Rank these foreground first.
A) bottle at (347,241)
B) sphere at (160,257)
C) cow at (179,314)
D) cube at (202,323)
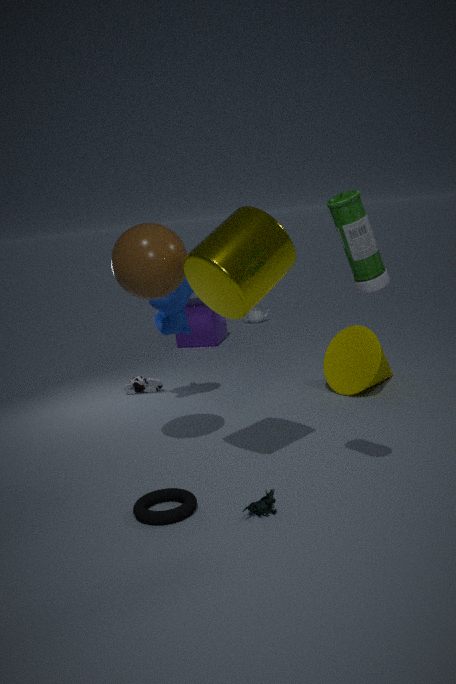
bottle at (347,241), sphere at (160,257), cow at (179,314), cube at (202,323)
